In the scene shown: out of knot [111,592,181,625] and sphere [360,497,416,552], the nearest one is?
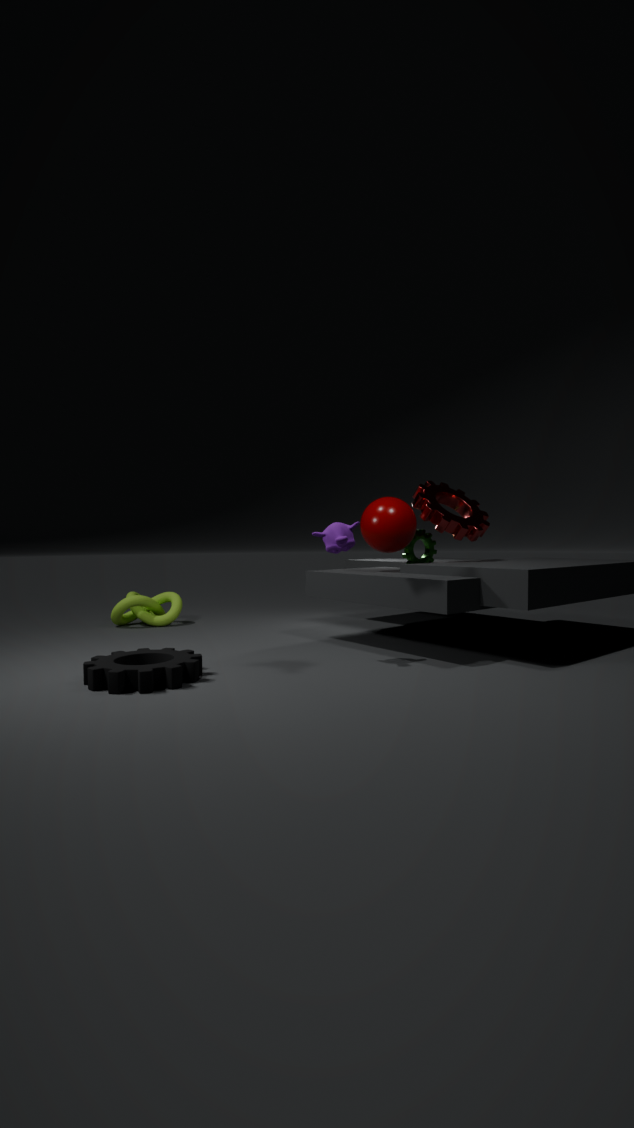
sphere [360,497,416,552]
